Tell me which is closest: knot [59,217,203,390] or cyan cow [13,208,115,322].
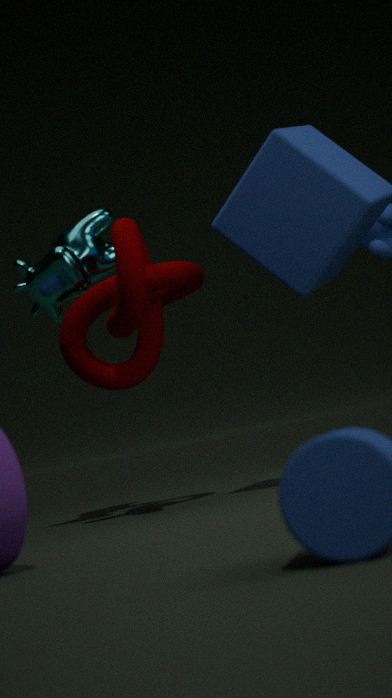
knot [59,217,203,390]
